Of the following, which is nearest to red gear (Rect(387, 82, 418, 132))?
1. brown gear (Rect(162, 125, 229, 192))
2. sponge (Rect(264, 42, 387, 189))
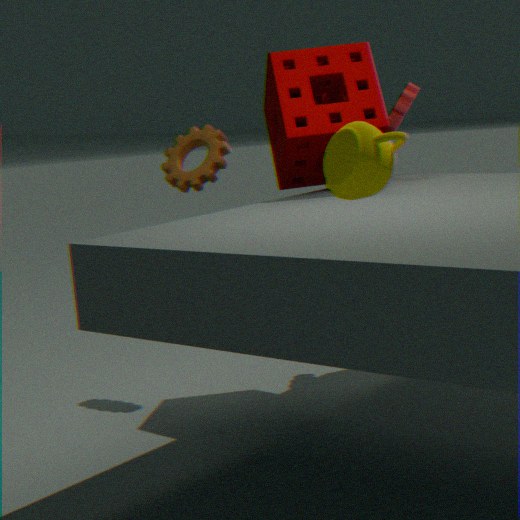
sponge (Rect(264, 42, 387, 189))
